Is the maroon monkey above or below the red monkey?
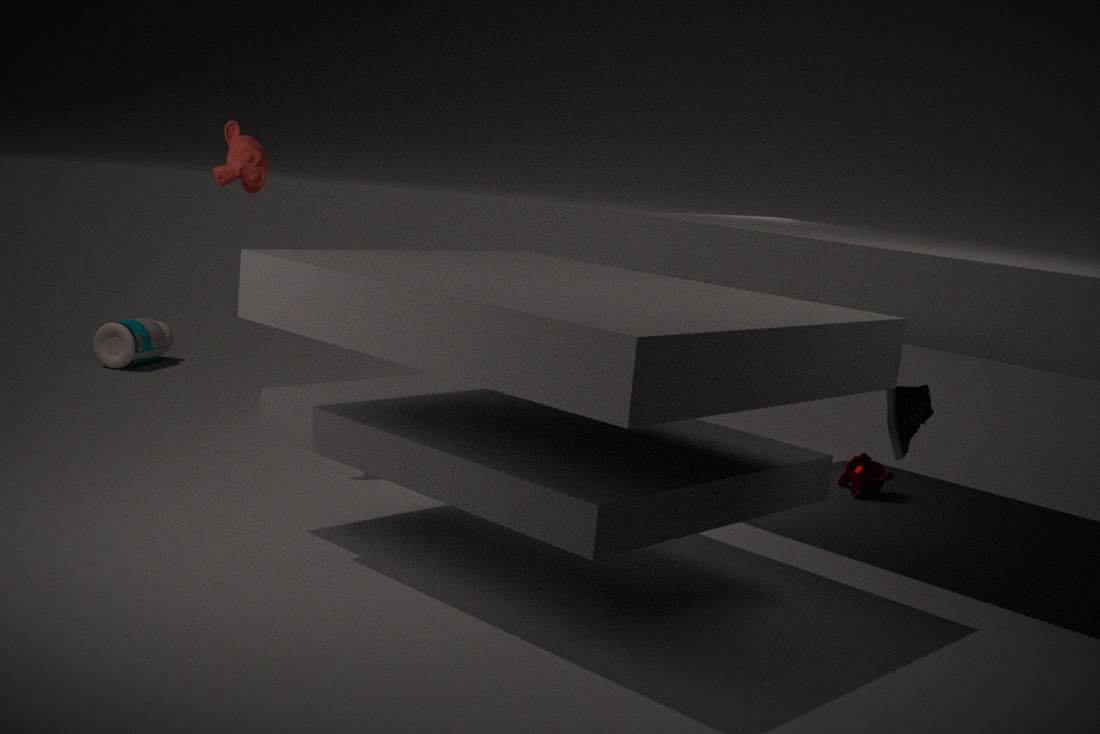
below
